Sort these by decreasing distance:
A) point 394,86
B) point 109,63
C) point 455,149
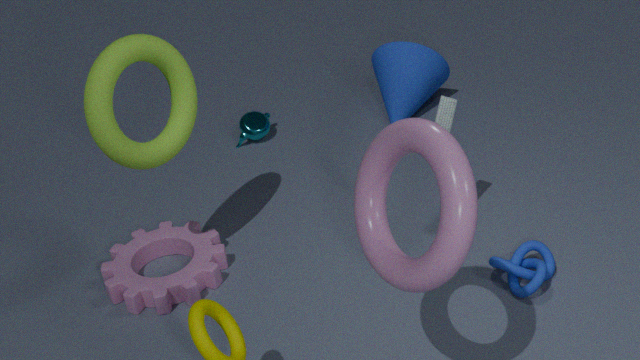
point 394,86
point 109,63
point 455,149
